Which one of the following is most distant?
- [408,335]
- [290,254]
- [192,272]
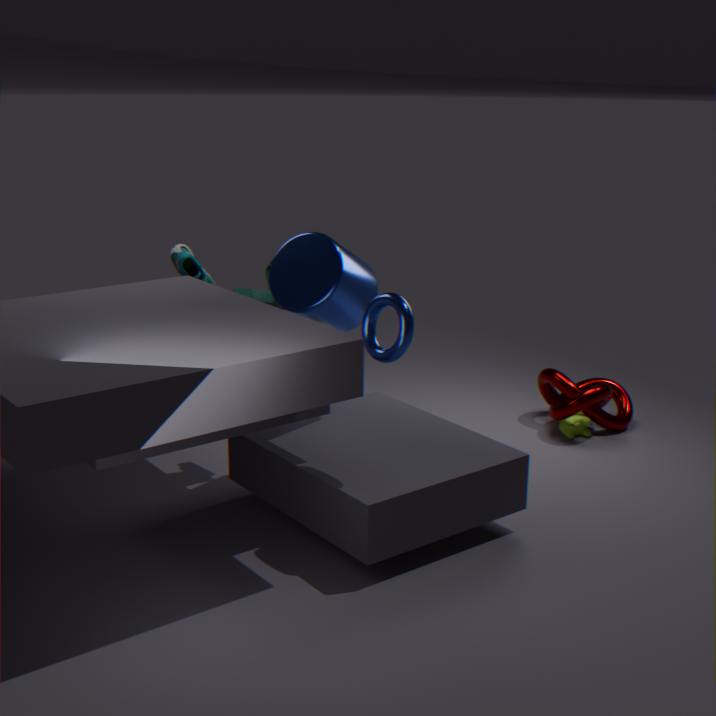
[192,272]
